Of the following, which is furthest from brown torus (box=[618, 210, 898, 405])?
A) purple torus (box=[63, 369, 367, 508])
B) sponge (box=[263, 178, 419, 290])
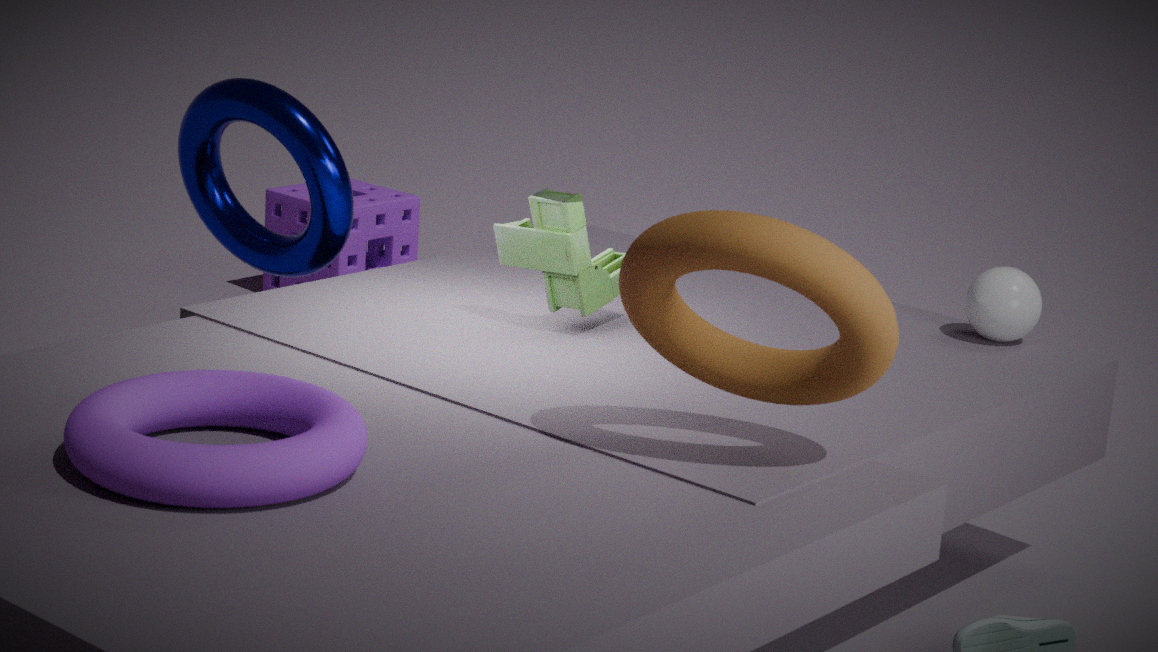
sponge (box=[263, 178, 419, 290])
